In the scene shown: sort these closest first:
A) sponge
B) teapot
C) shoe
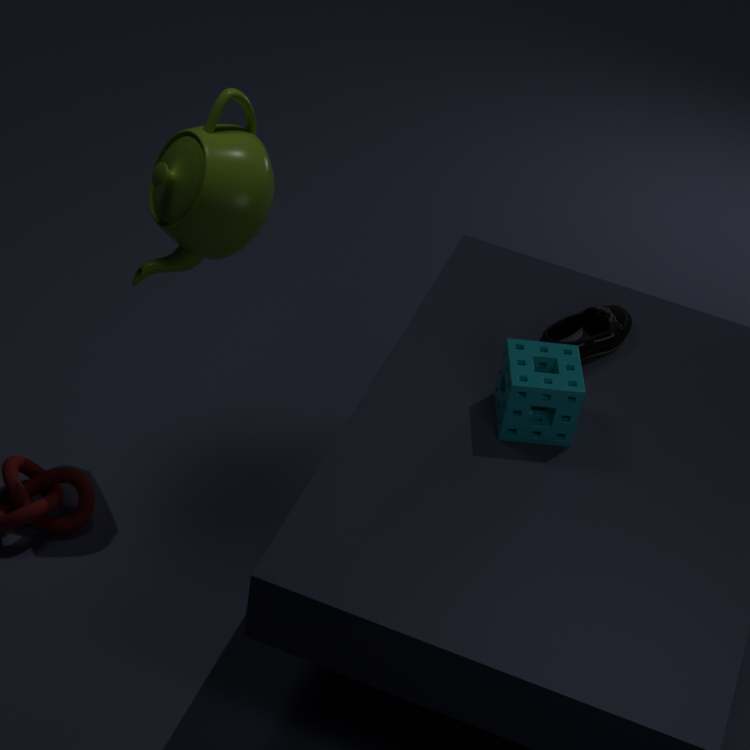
teapot, sponge, shoe
